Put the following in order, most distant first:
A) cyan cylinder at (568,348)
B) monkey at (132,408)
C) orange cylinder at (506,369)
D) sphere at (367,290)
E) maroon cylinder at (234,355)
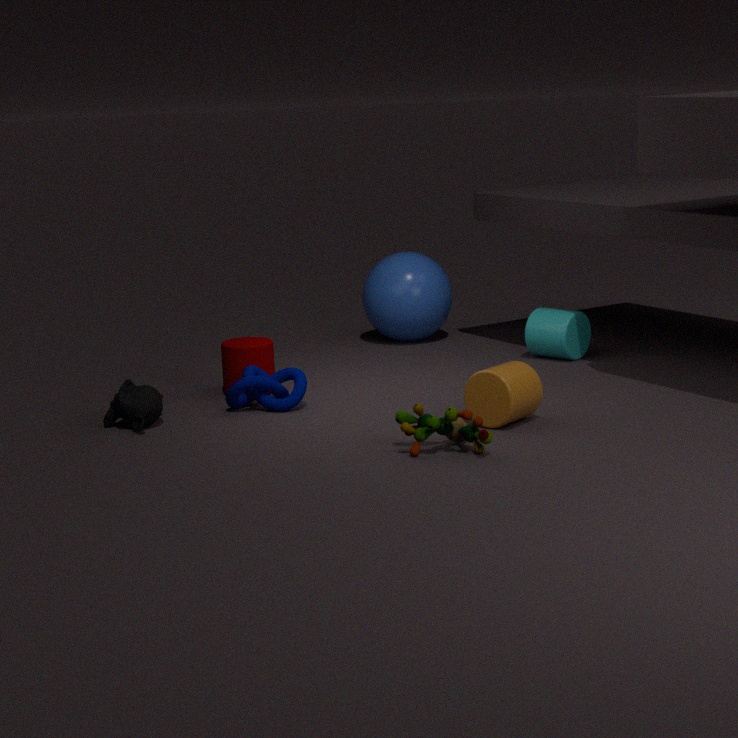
sphere at (367,290) < cyan cylinder at (568,348) < maroon cylinder at (234,355) < monkey at (132,408) < orange cylinder at (506,369)
